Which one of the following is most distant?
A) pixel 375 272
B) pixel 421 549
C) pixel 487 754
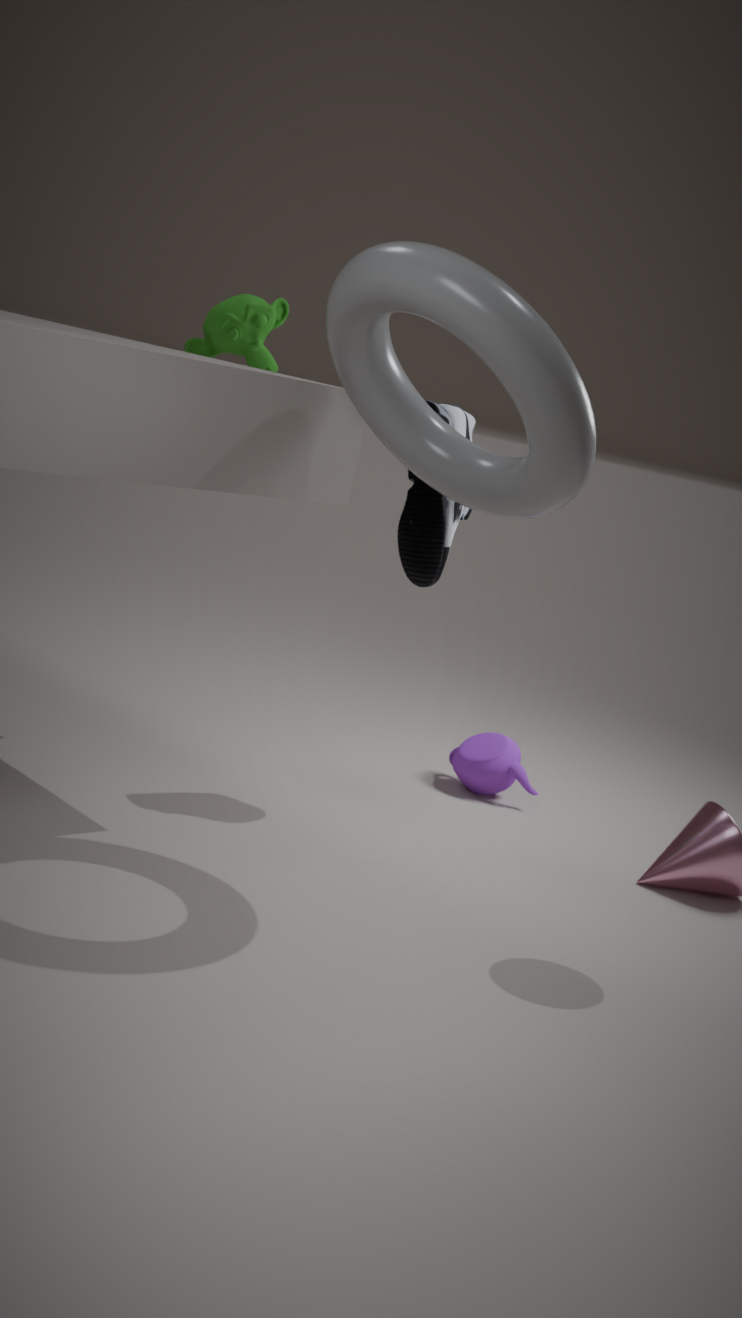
pixel 487 754
